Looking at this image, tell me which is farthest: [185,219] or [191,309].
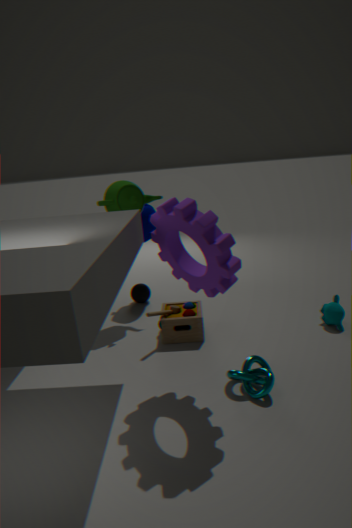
[191,309]
